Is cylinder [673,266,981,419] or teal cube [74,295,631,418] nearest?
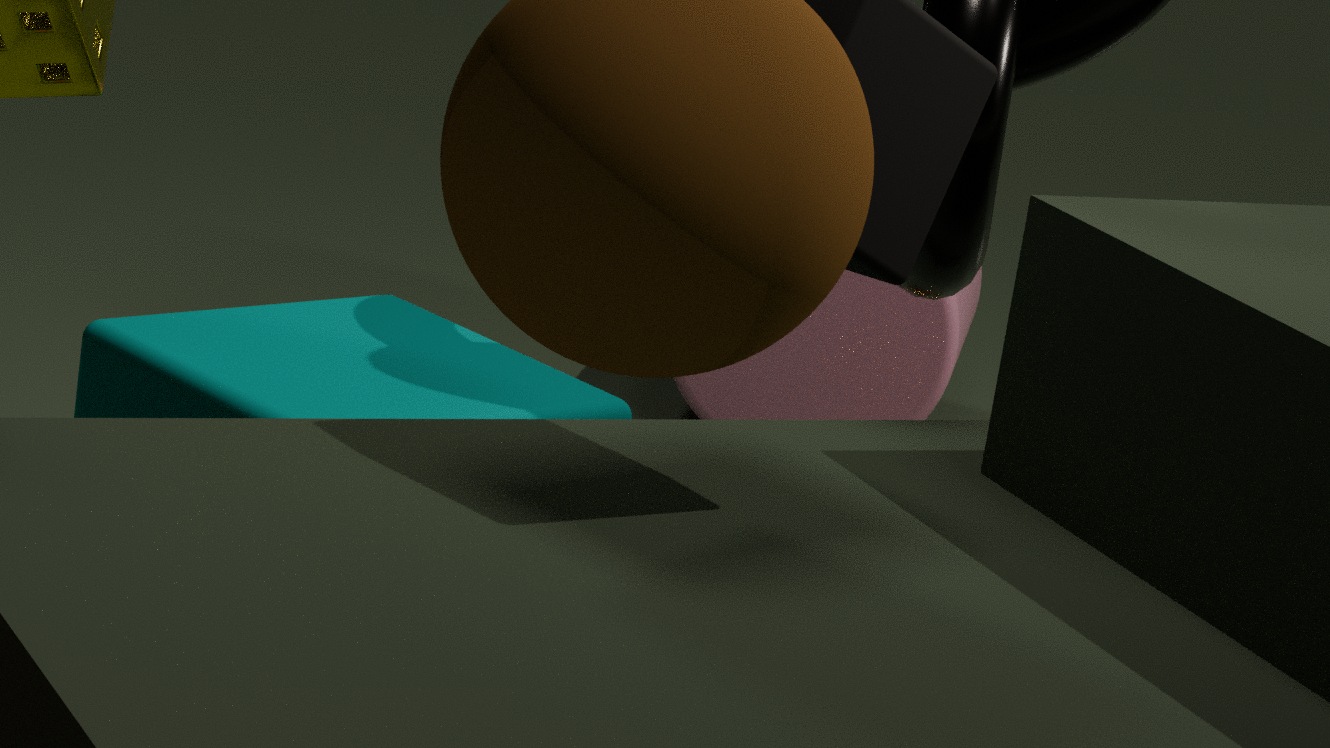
teal cube [74,295,631,418]
